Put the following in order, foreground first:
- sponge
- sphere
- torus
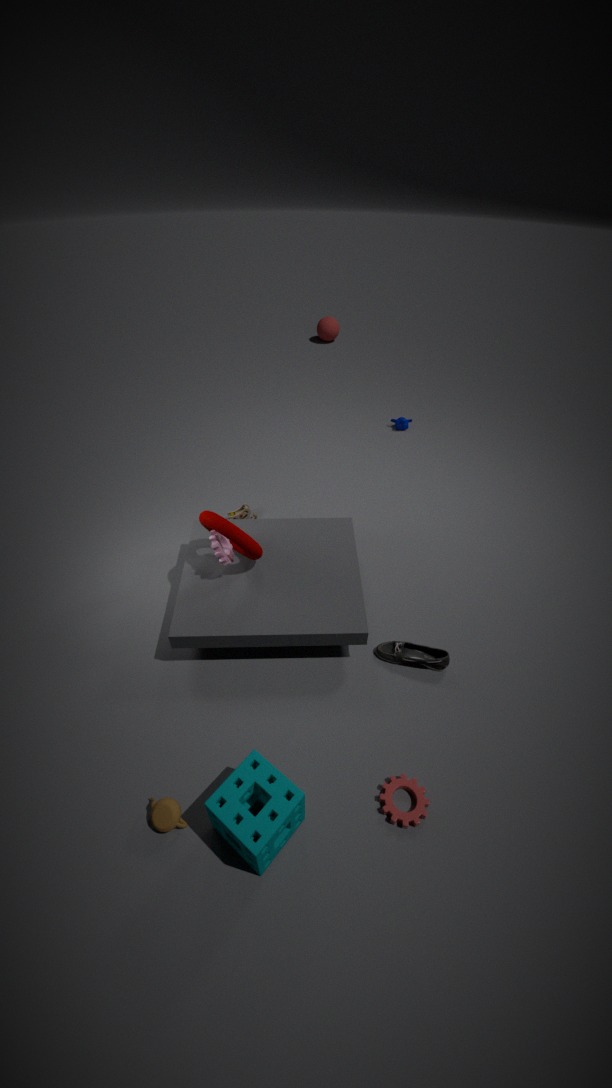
sponge → torus → sphere
